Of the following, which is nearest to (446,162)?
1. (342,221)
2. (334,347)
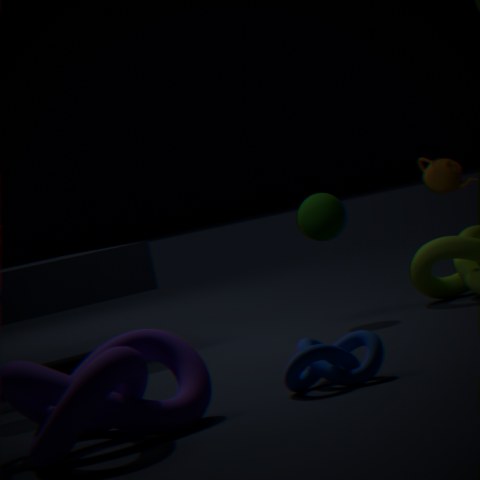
(342,221)
